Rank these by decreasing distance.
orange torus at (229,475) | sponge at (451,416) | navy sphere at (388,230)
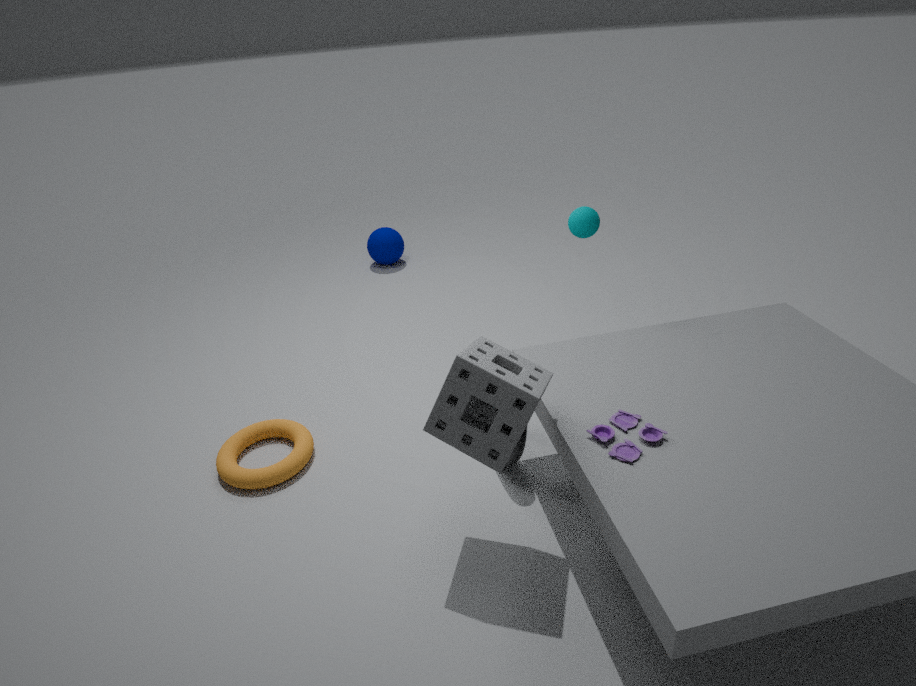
navy sphere at (388,230) → orange torus at (229,475) → sponge at (451,416)
